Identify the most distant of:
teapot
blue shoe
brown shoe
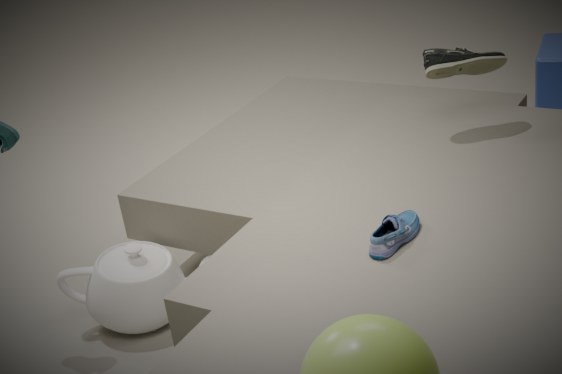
brown shoe
